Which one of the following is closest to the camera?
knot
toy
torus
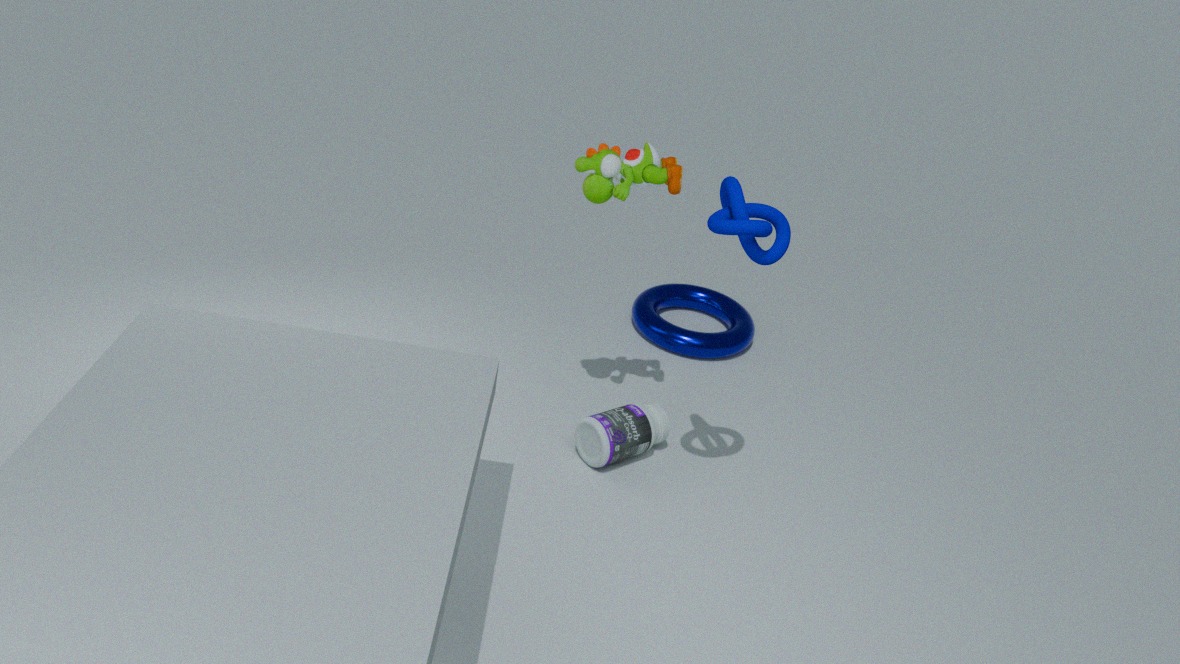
knot
